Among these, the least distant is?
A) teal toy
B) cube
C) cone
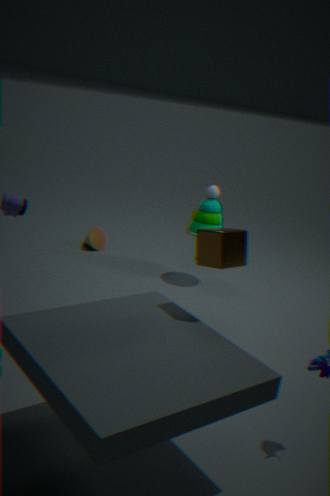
cube
